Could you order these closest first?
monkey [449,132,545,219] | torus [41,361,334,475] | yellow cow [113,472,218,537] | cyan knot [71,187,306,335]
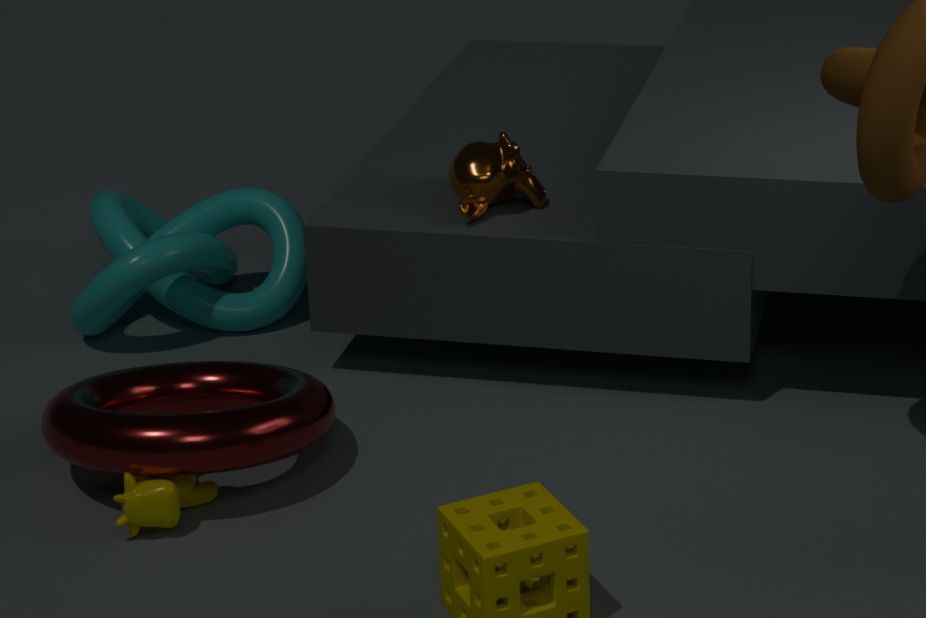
torus [41,361,334,475], yellow cow [113,472,218,537], monkey [449,132,545,219], cyan knot [71,187,306,335]
